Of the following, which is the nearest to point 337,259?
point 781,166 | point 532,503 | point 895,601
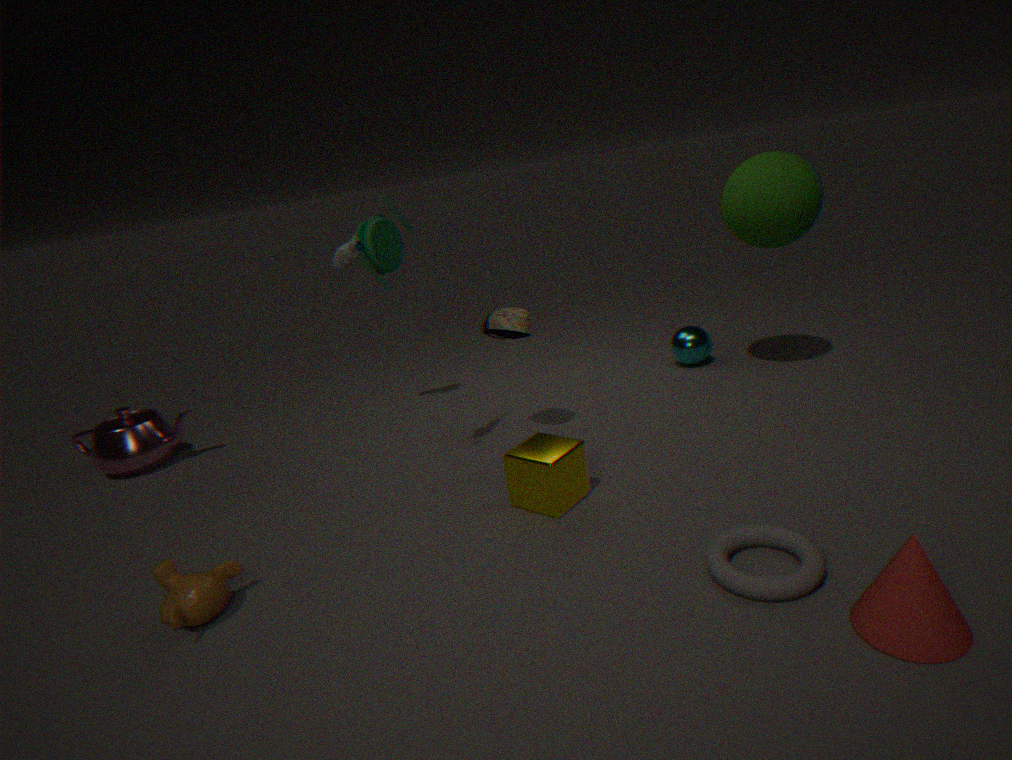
point 532,503
